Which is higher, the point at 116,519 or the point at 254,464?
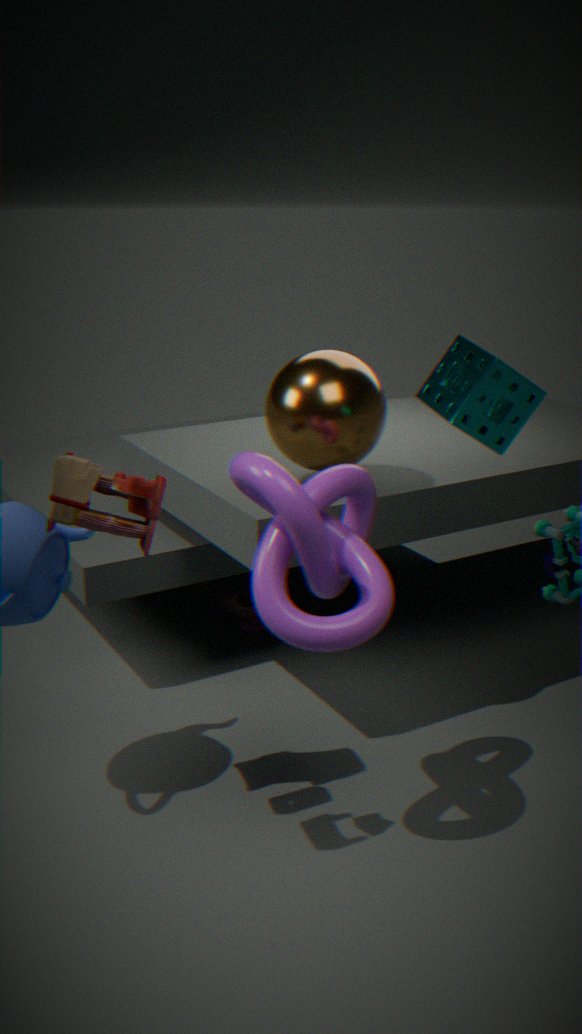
the point at 116,519
